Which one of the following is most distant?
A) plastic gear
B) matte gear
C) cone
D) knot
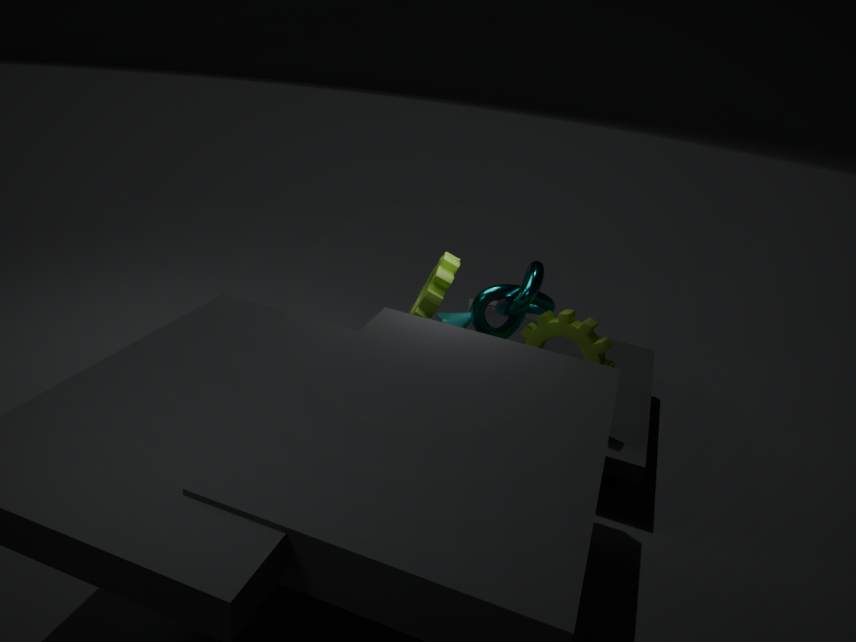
cone
